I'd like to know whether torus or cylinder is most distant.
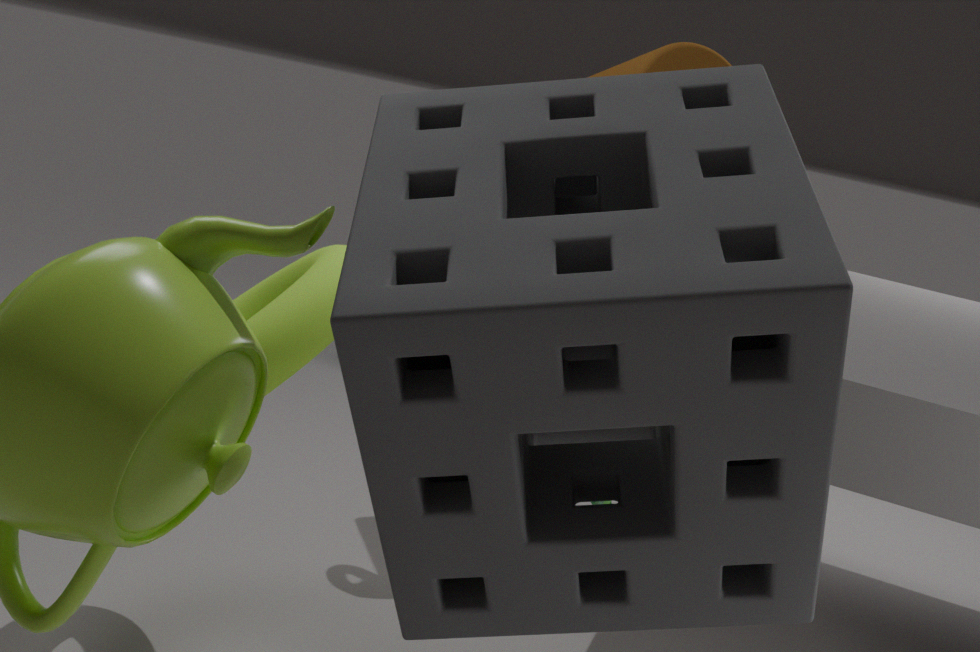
cylinder
